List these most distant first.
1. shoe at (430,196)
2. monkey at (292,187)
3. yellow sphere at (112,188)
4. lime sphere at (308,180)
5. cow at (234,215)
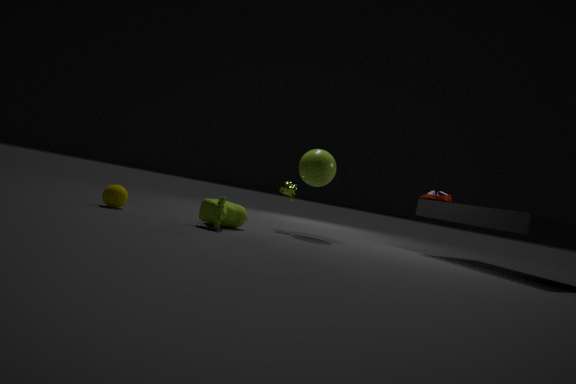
1. shoe at (430,196)
2. monkey at (292,187)
3. lime sphere at (308,180)
4. yellow sphere at (112,188)
5. cow at (234,215)
